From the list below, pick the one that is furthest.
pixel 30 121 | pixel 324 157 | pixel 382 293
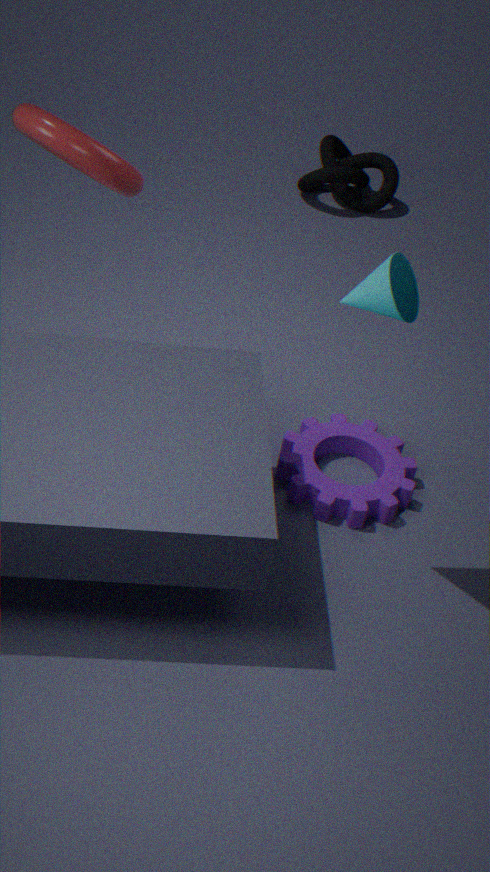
pixel 324 157
